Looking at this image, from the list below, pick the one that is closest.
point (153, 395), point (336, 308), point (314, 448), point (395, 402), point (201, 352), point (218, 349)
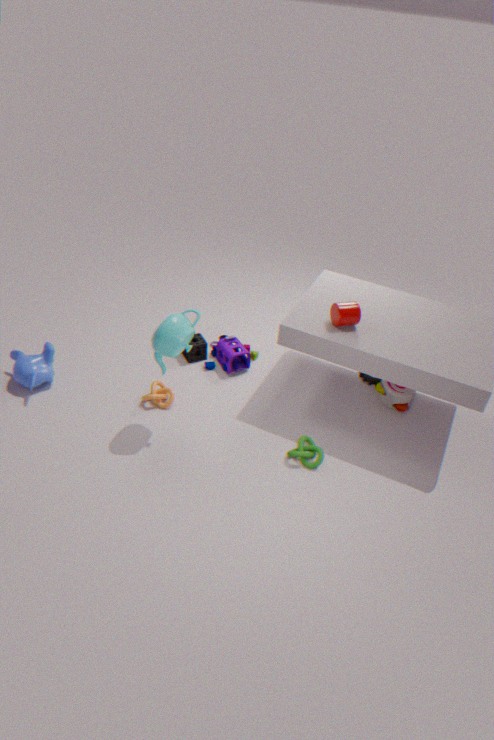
point (314, 448)
